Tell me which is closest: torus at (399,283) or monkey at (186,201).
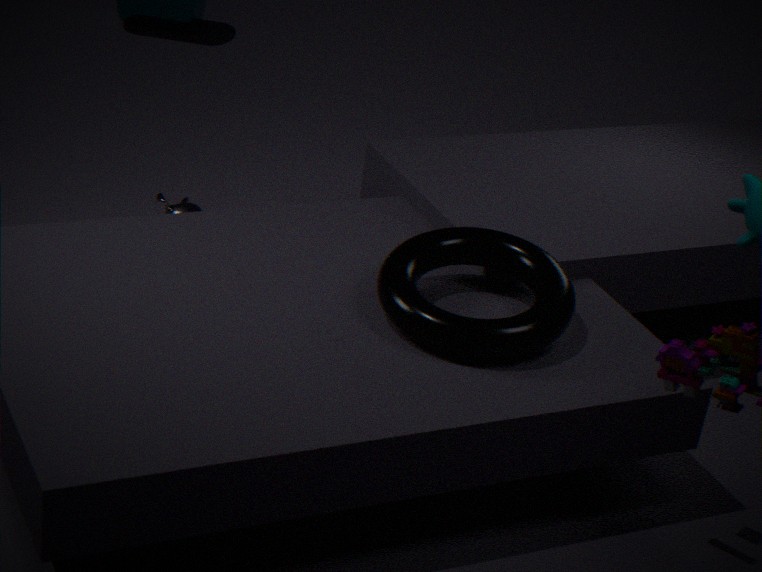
torus at (399,283)
